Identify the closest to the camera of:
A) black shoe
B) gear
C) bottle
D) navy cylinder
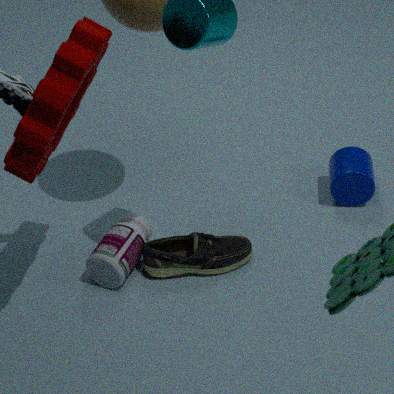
gear
